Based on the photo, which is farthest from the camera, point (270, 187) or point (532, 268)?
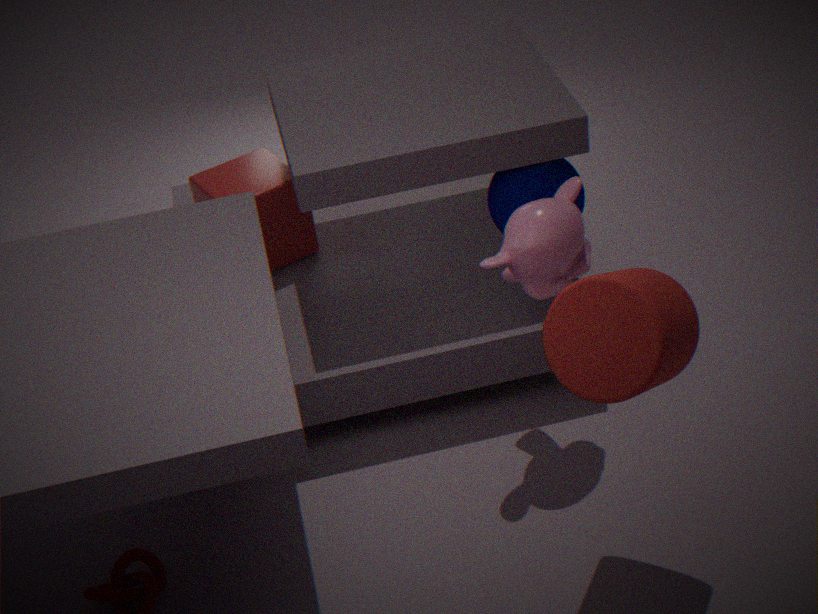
point (270, 187)
